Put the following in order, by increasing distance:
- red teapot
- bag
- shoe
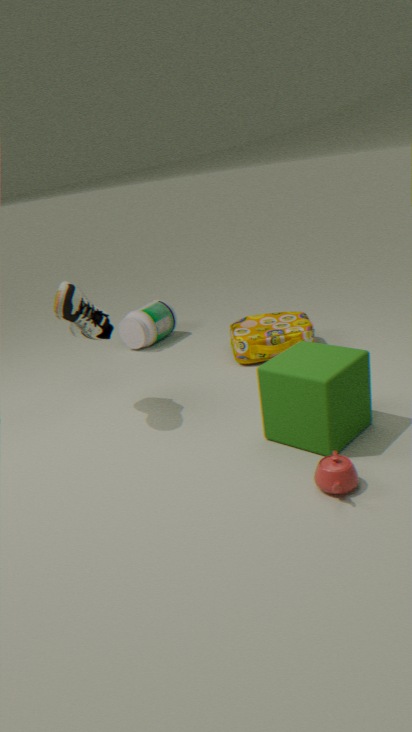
red teapot → shoe → bag
